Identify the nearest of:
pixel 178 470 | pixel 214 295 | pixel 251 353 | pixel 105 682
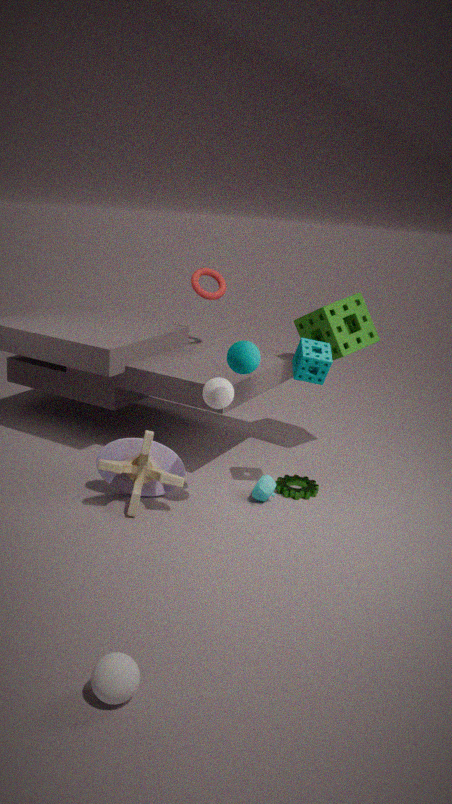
pixel 105 682
